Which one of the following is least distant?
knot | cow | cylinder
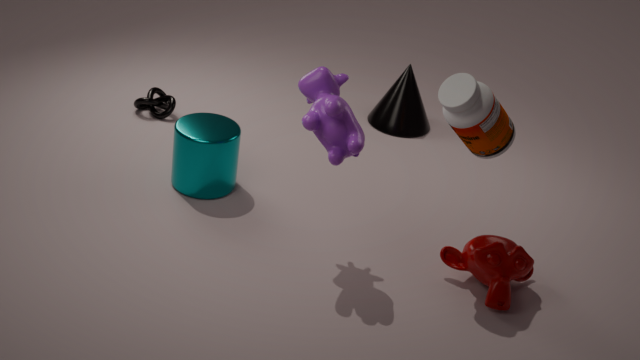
cow
